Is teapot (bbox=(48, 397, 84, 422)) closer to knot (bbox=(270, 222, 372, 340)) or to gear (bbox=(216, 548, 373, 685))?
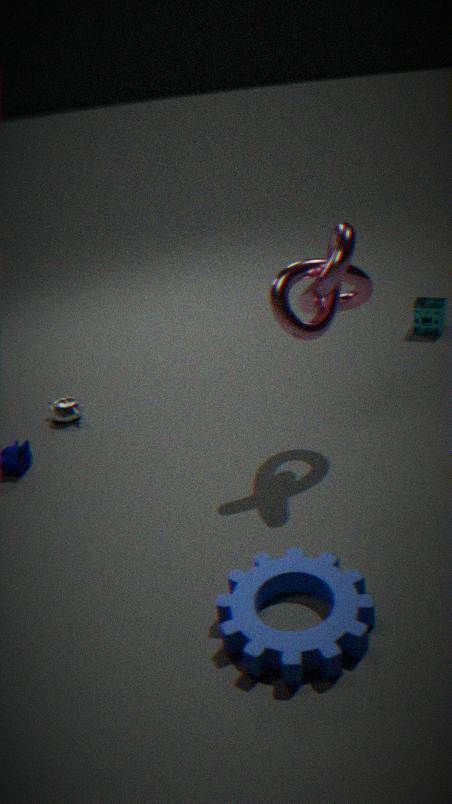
knot (bbox=(270, 222, 372, 340))
